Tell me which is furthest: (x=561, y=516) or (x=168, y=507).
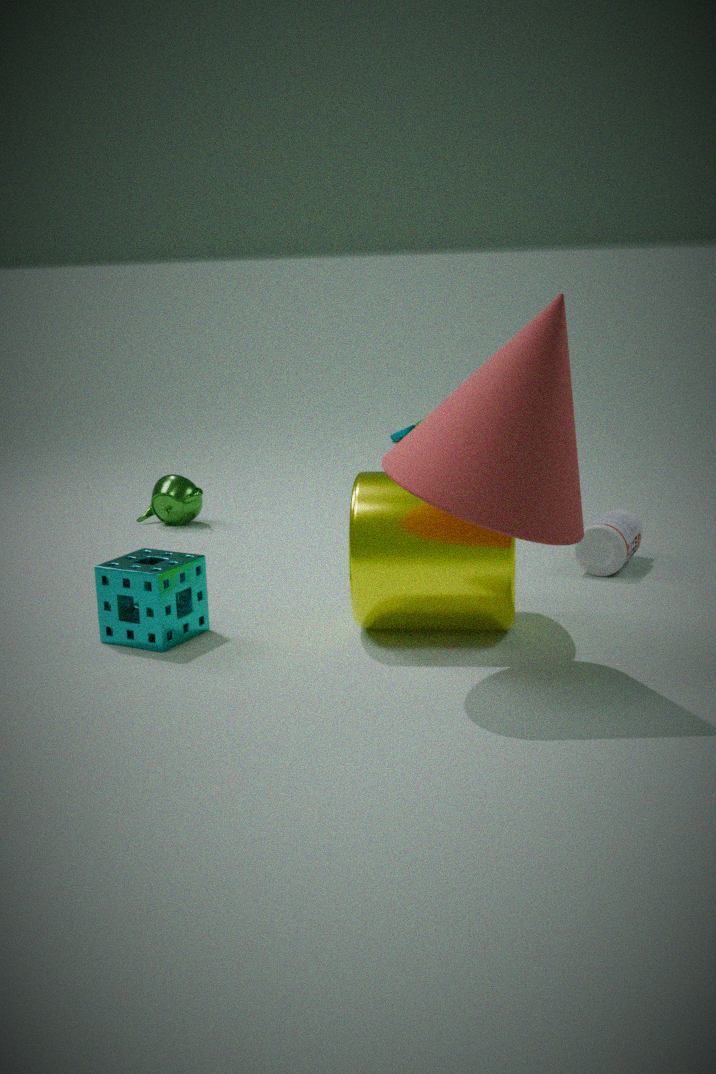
(x=168, y=507)
